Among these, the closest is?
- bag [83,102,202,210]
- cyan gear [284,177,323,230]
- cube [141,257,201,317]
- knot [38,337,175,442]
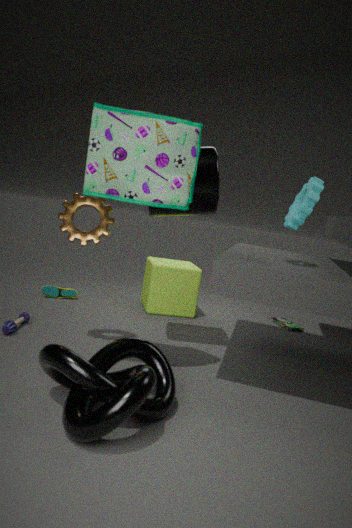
knot [38,337,175,442]
